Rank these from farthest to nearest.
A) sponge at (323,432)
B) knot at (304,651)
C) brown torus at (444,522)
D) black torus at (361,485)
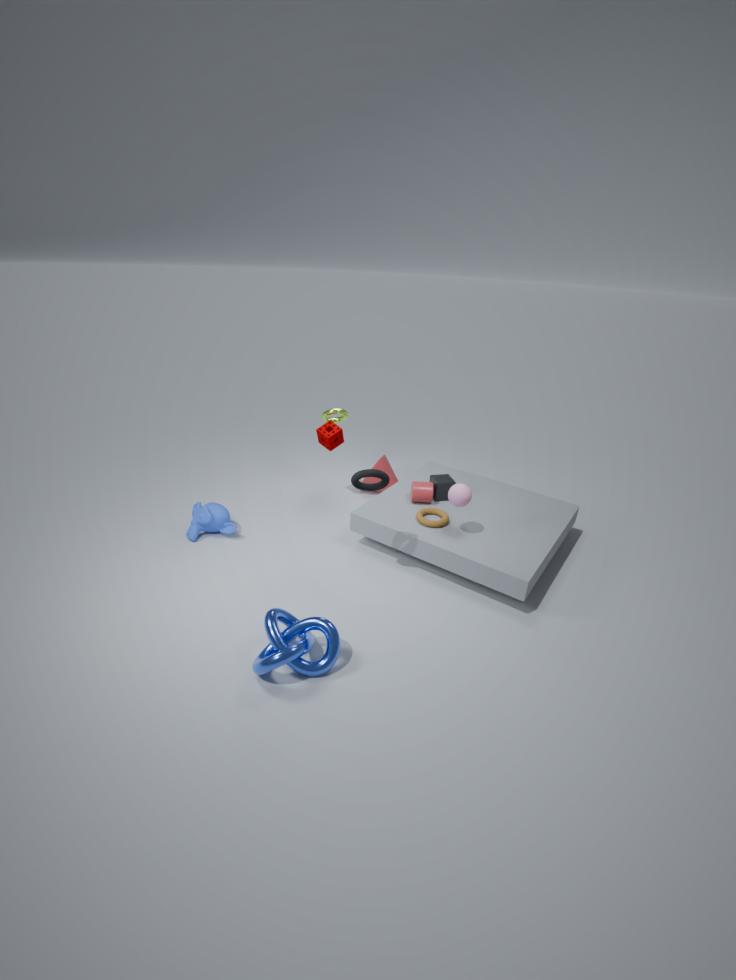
sponge at (323,432)
brown torus at (444,522)
black torus at (361,485)
knot at (304,651)
